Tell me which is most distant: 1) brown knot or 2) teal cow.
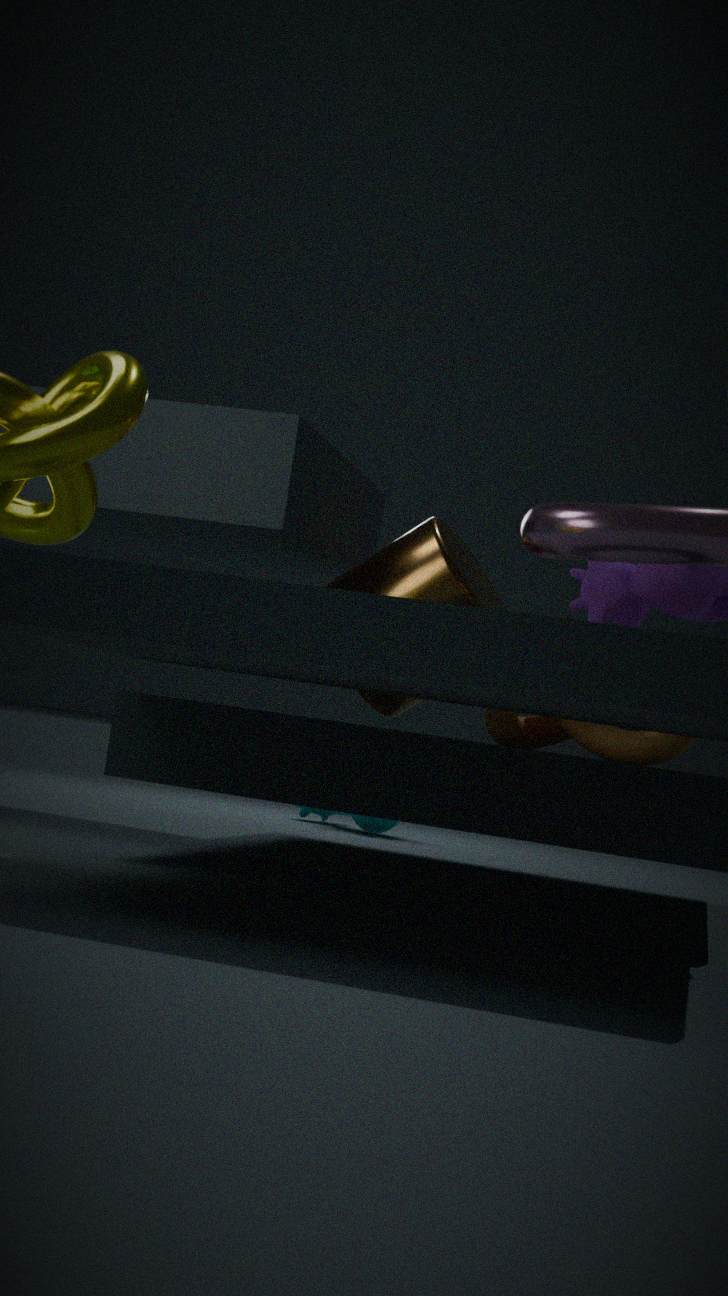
2. teal cow
